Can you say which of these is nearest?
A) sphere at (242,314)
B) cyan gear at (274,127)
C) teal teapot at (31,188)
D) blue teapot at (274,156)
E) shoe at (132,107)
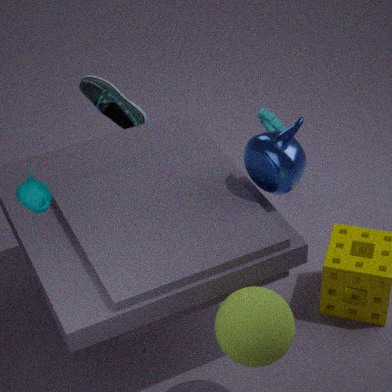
sphere at (242,314)
